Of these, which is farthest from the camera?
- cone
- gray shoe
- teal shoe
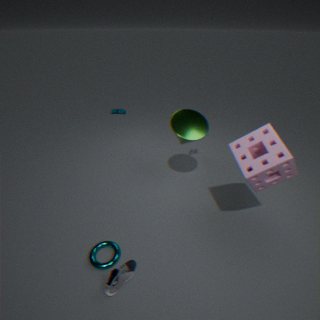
teal shoe
